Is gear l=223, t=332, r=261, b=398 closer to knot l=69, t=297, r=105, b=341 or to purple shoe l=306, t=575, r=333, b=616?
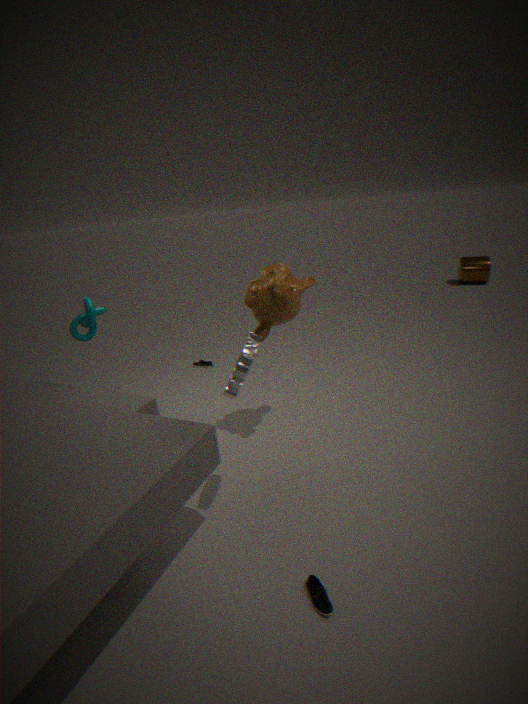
purple shoe l=306, t=575, r=333, b=616
